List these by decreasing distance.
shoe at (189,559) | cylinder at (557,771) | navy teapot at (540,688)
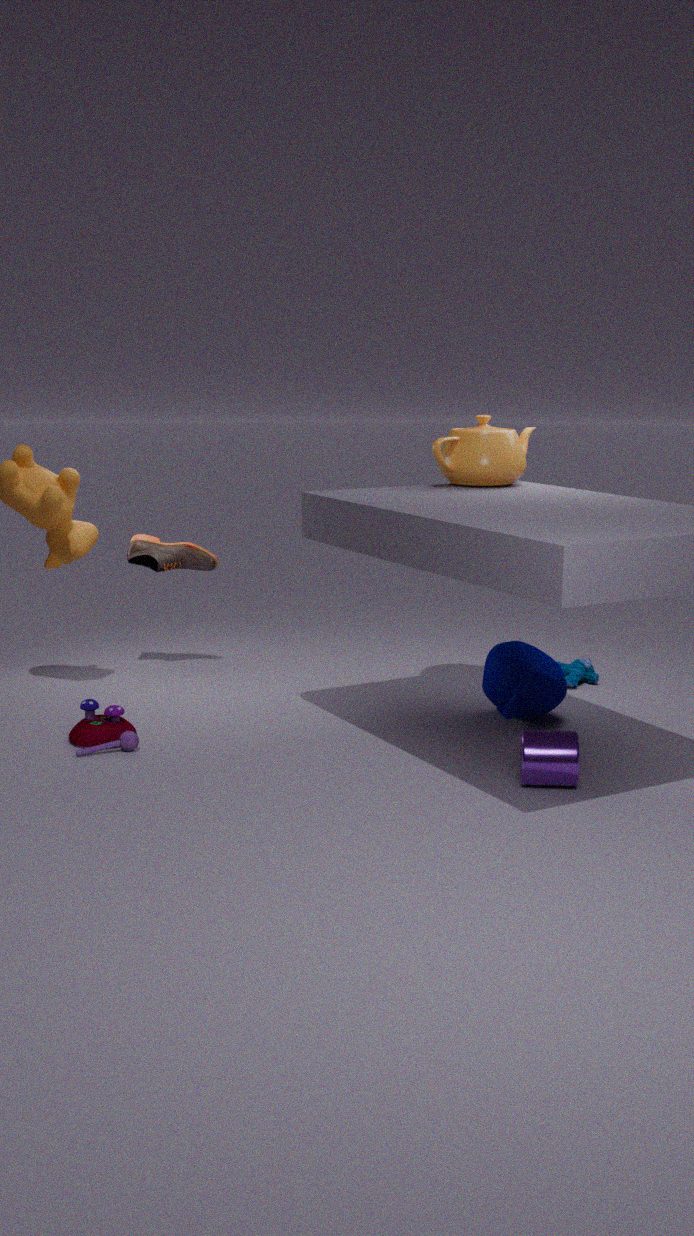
shoe at (189,559) < navy teapot at (540,688) < cylinder at (557,771)
